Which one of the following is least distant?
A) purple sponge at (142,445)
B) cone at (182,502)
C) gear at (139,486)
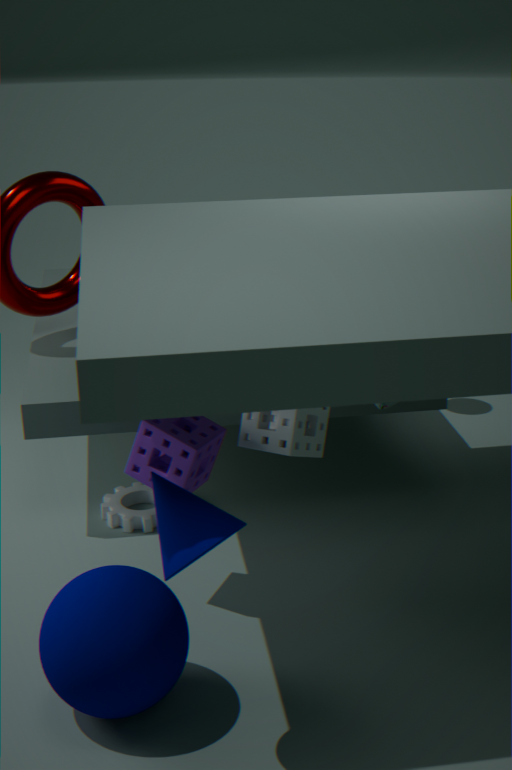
B. cone at (182,502)
